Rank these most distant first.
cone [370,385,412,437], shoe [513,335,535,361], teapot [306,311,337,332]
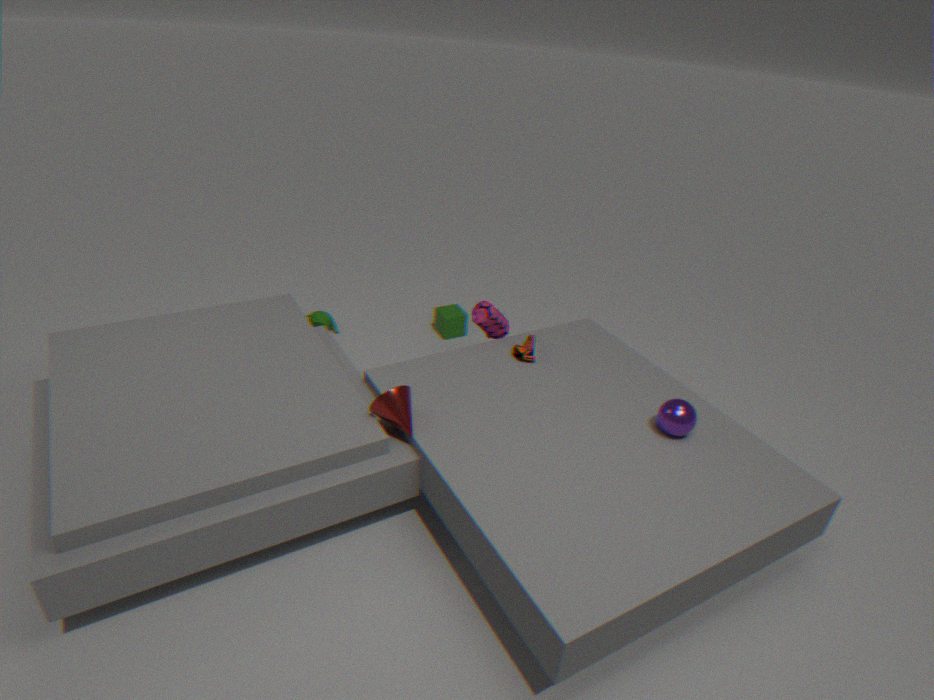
1. teapot [306,311,337,332]
2. shoe [513,335,535,361]
3. cone [370,385,412,437]
